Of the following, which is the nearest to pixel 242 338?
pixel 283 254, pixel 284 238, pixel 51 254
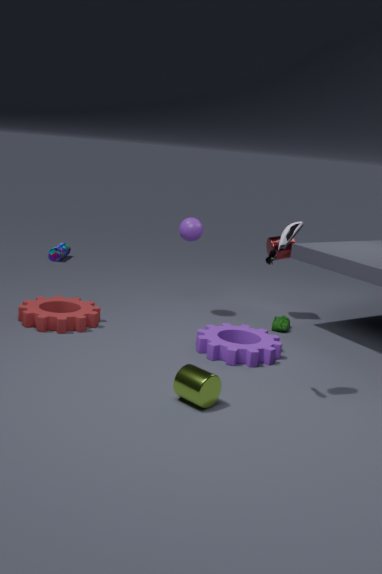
pixel 284 238
